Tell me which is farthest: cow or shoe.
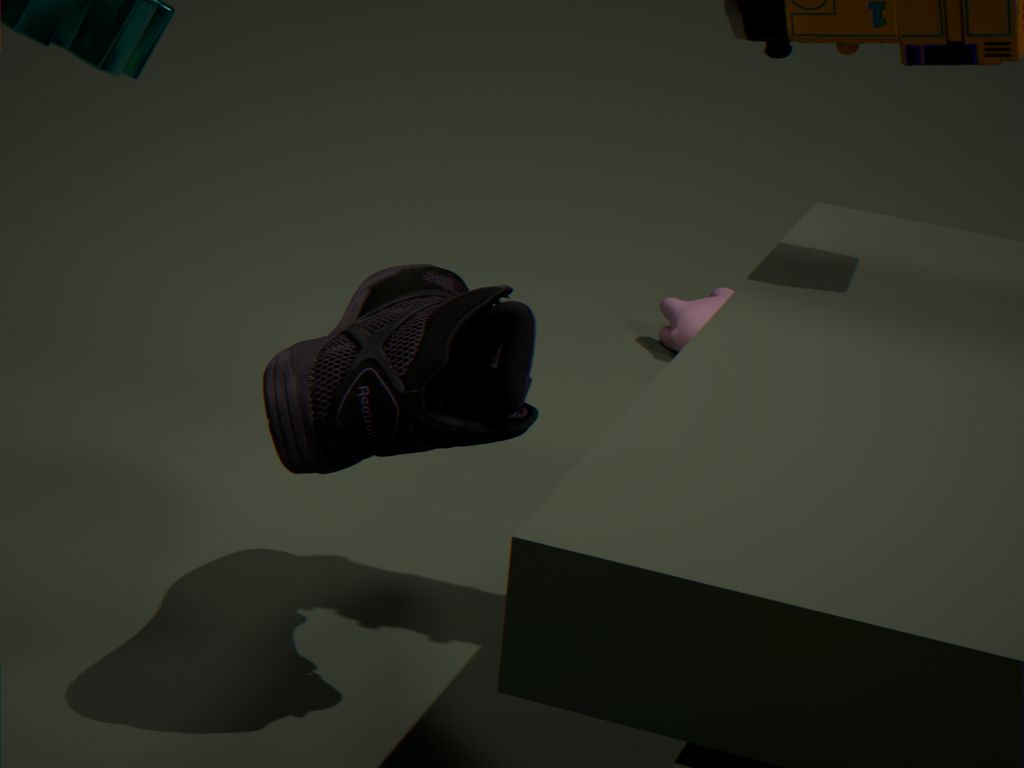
cow
